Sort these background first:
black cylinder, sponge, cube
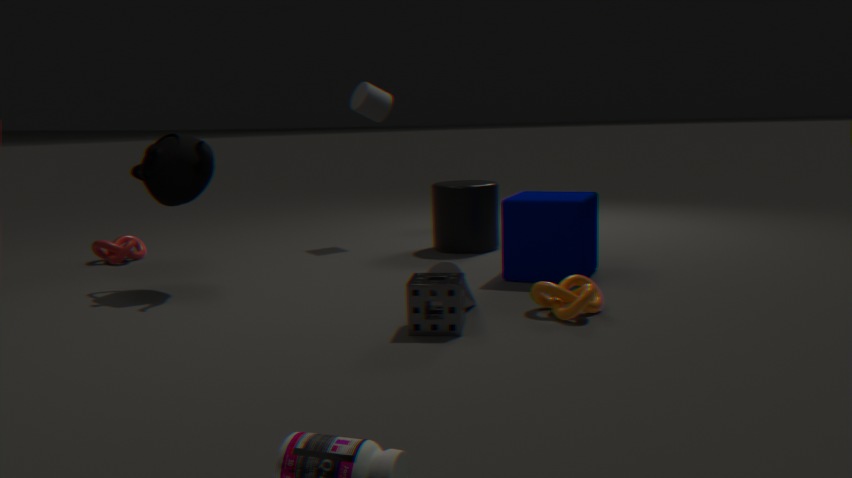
1. black cylinder
2. cube
3. sponge
